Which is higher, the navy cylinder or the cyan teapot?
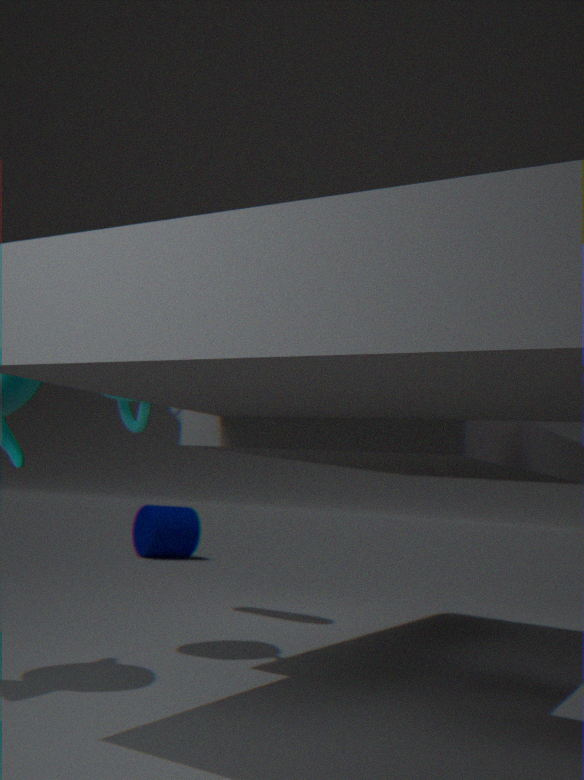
the cyan teapot
